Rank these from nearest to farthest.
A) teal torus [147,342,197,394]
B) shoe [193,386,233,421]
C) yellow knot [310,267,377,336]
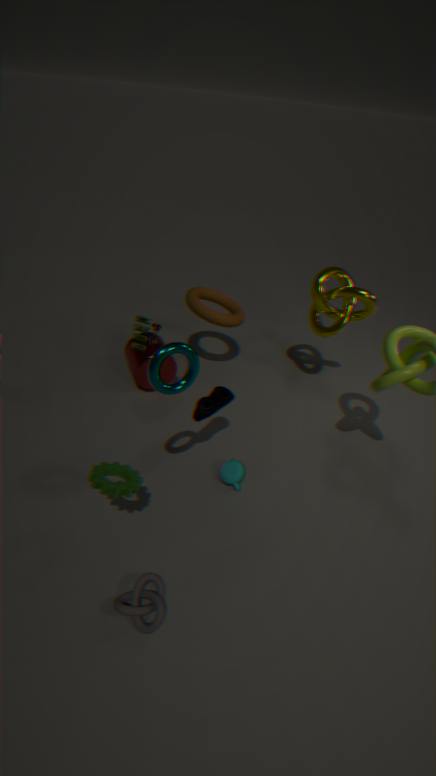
teal torus [147,342,197,394] → shoe [193,386,233,421] → yellow knot [310,267,377,336]
